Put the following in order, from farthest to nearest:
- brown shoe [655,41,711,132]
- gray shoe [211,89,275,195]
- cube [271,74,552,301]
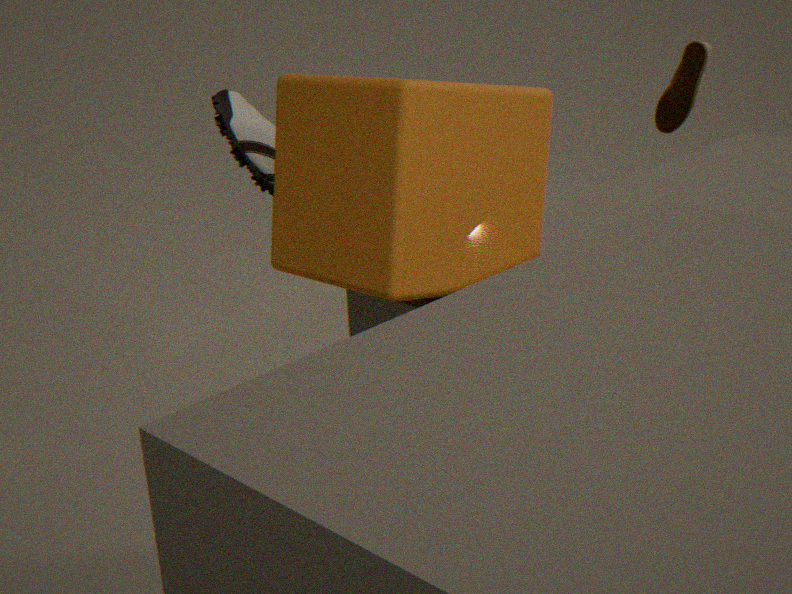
1. gray shoe [211,89,275,195]
2. brown shoe [655,41,711,132]
3. cube [271,74,552,301]
